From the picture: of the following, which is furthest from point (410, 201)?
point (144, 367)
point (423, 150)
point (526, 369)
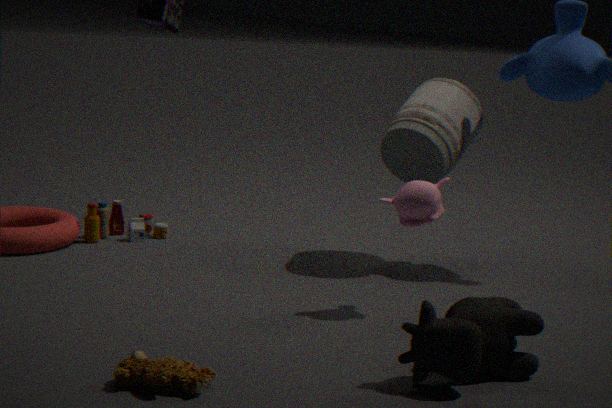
point (144, 367)
